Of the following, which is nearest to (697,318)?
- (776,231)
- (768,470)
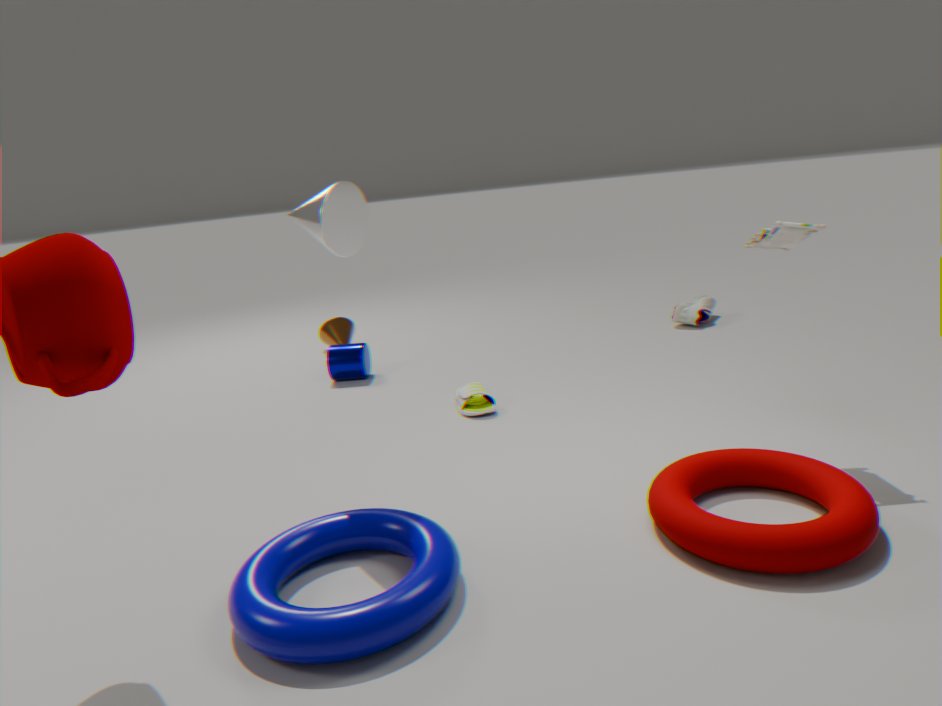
(776,231)
